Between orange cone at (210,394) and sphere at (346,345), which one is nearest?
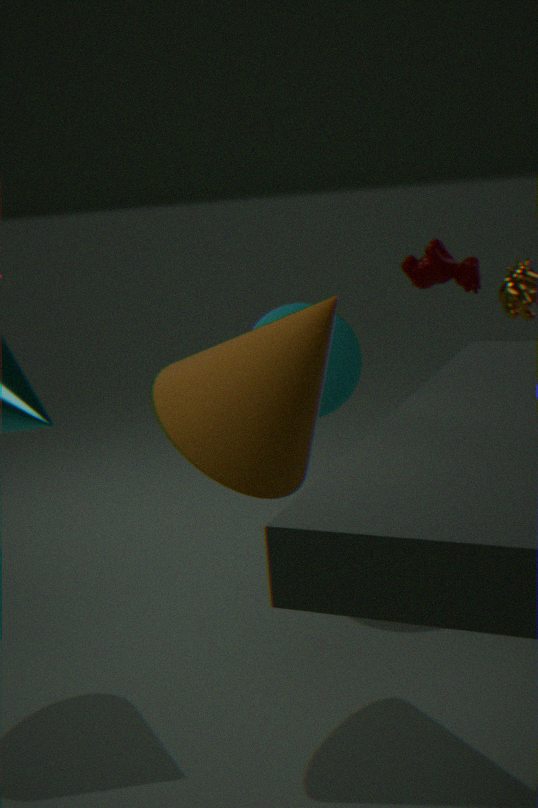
orange cone at (210,394)
